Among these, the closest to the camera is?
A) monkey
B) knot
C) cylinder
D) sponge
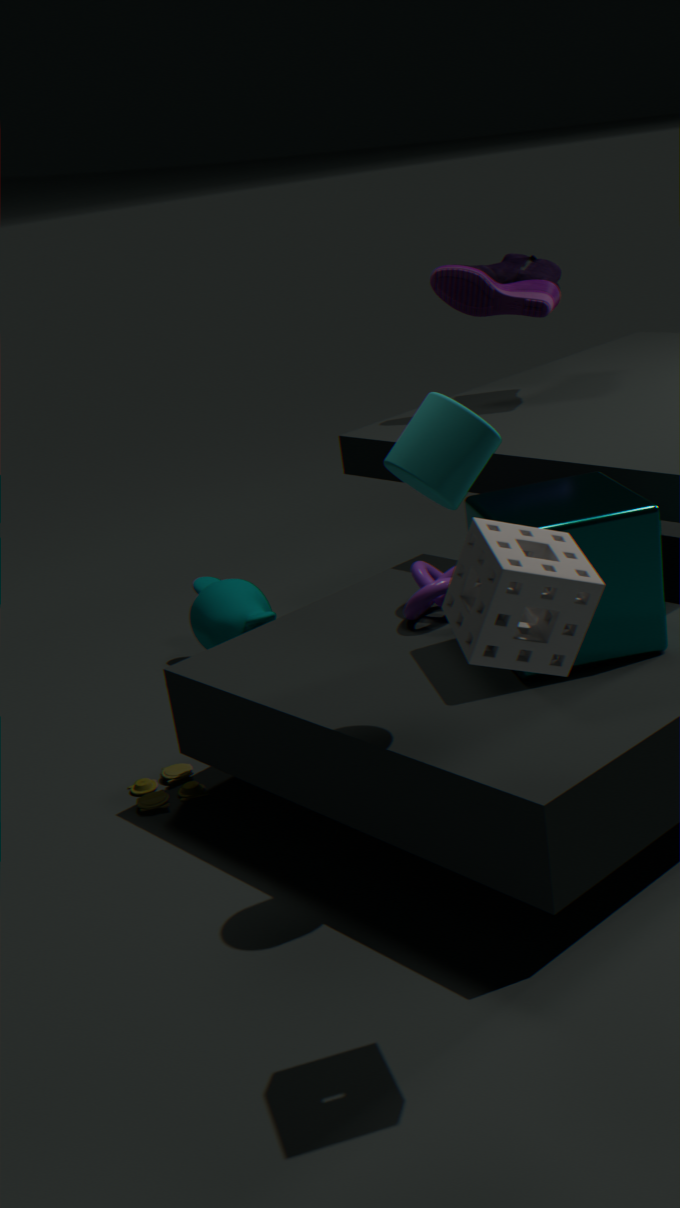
sponge
